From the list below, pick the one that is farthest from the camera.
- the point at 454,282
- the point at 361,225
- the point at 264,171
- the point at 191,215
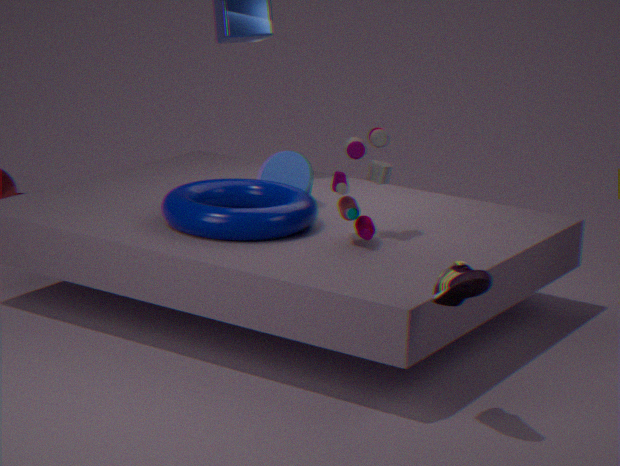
the point at 264,171
